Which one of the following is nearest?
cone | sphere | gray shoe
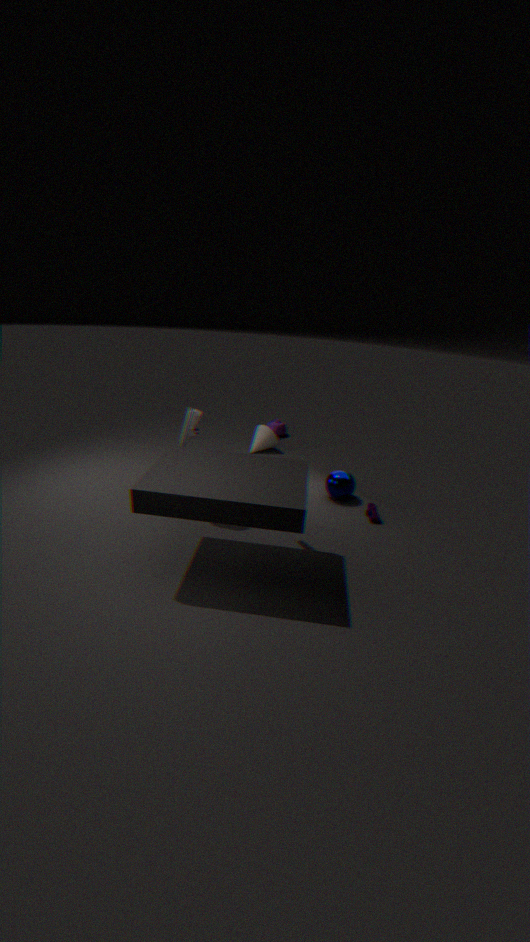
gray shoe
